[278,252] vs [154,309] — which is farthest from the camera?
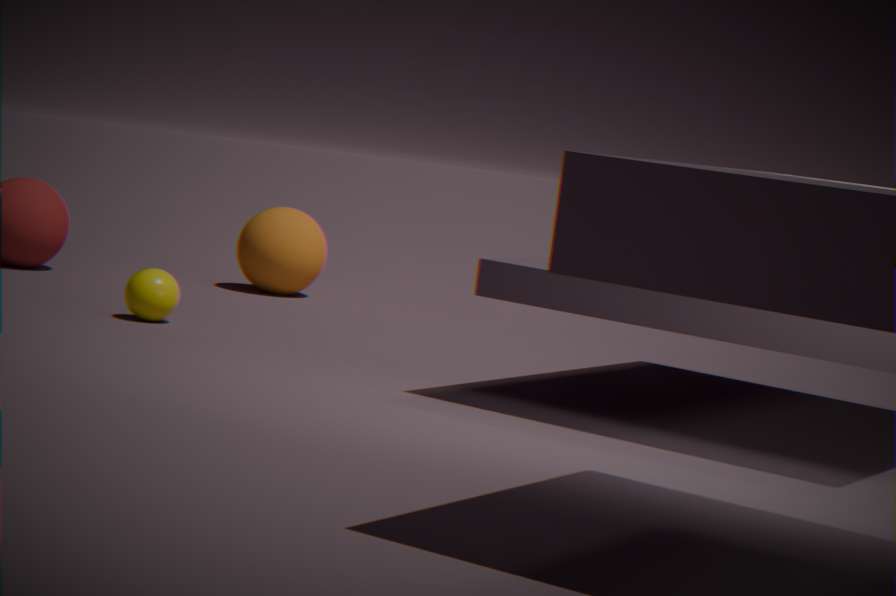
[278,252]
